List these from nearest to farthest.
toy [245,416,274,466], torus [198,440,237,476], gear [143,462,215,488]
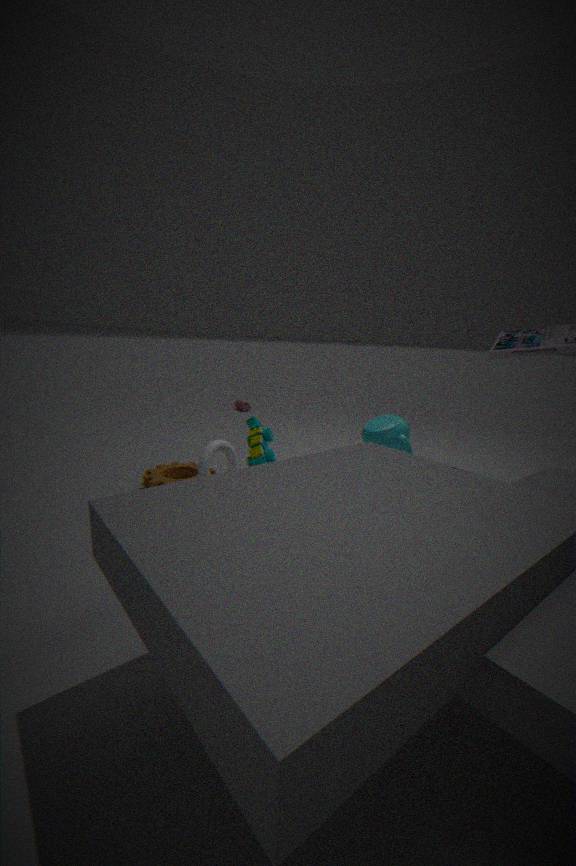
torus [198,440,237,476], toy [245,416,274,466], gear [143,462,215,488]
